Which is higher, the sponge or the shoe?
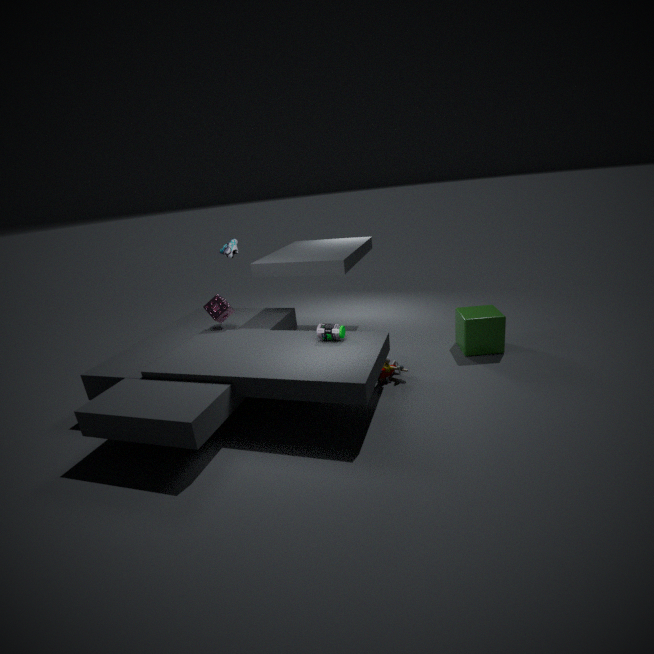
the shoe
